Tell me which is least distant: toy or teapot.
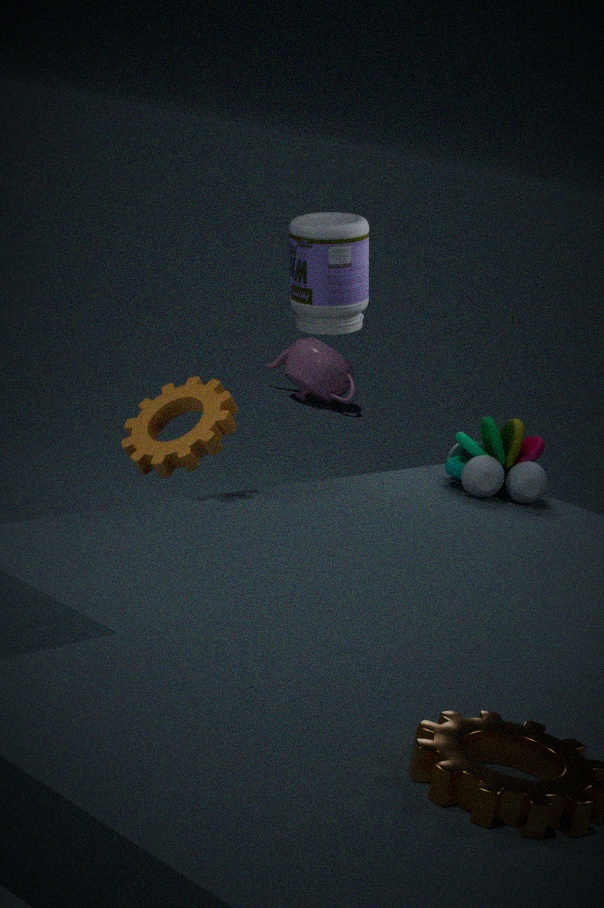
toy
